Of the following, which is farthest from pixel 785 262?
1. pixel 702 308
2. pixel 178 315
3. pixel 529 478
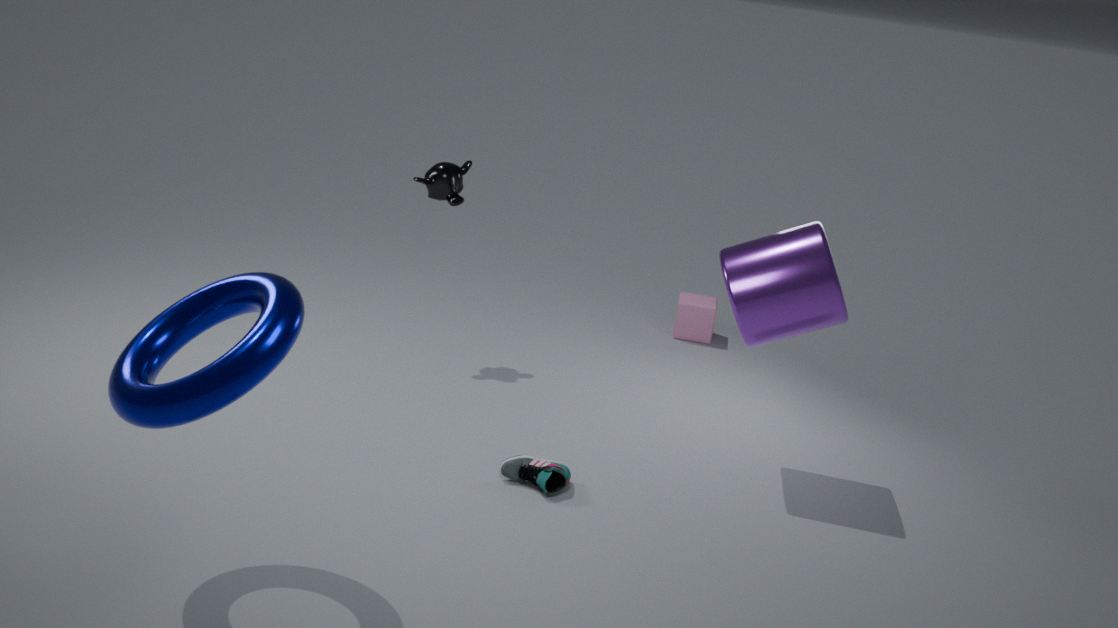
pixel 178 315
